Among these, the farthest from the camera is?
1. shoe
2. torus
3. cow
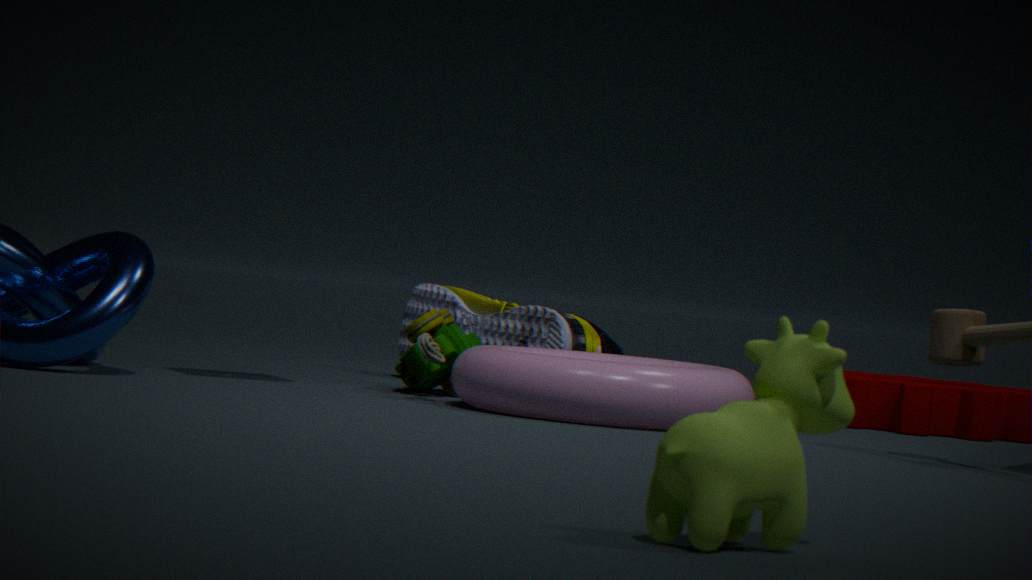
Answer: shoe
